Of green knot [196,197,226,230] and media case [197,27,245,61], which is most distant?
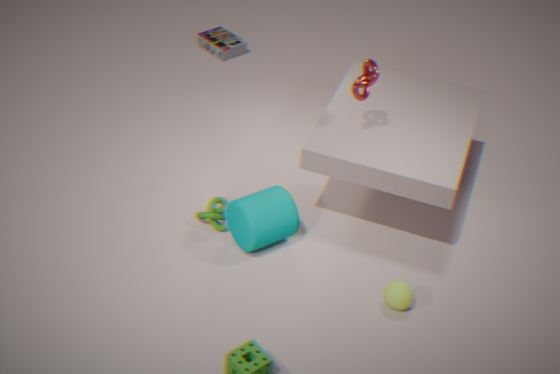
media case [197,27,245,61]
